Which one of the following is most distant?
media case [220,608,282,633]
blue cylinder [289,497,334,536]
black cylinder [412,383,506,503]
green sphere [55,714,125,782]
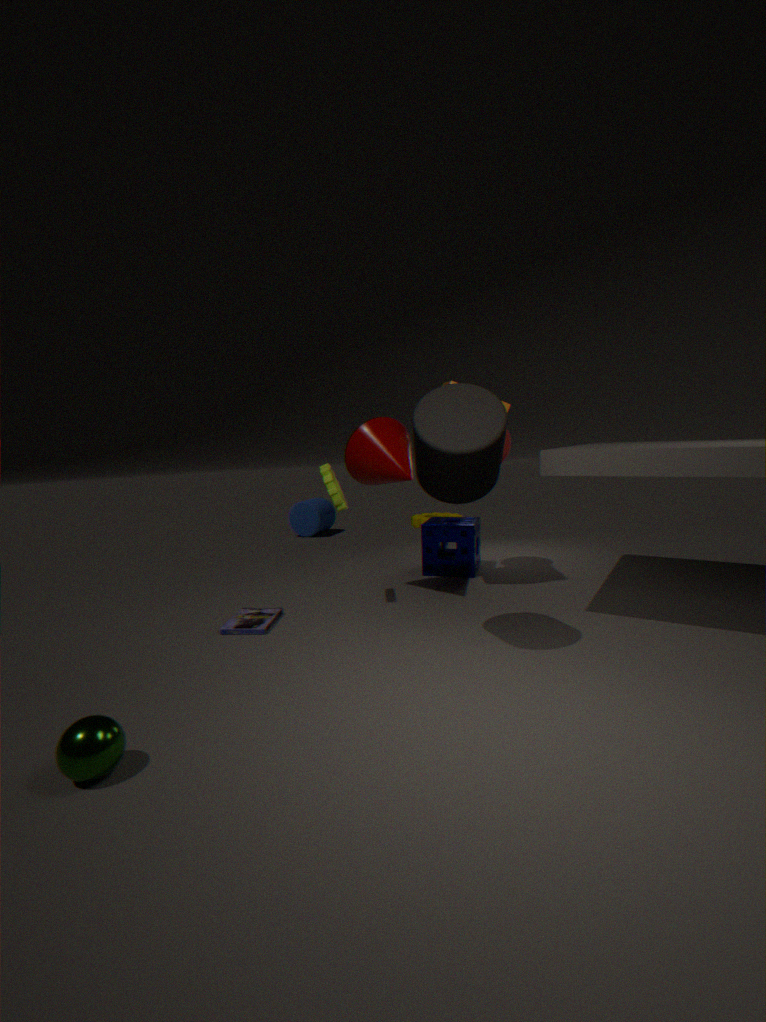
blue cylinder [289,497,334,536]
